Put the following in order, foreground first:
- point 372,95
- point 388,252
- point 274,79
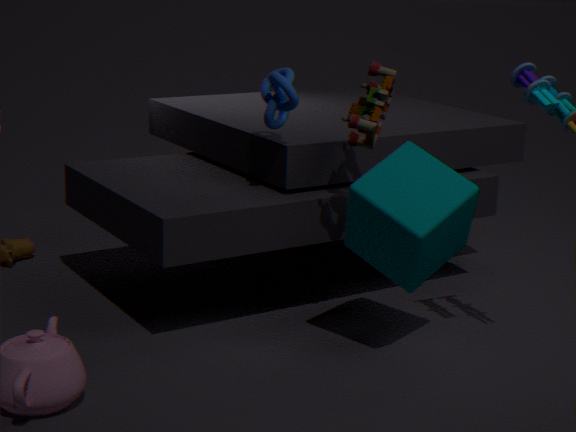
1. point 388,252
2. point 372,95
3. point 274,79
